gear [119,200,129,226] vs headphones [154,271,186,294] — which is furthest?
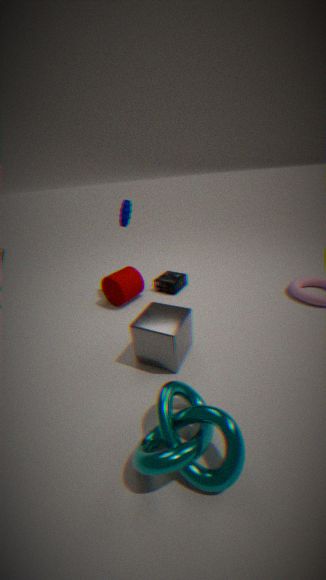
headphones [154,271,186,294]
